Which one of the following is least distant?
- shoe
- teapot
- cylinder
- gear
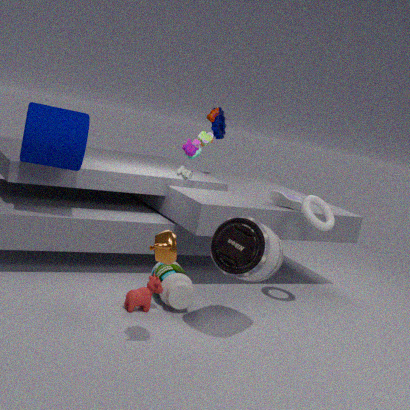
teapot
